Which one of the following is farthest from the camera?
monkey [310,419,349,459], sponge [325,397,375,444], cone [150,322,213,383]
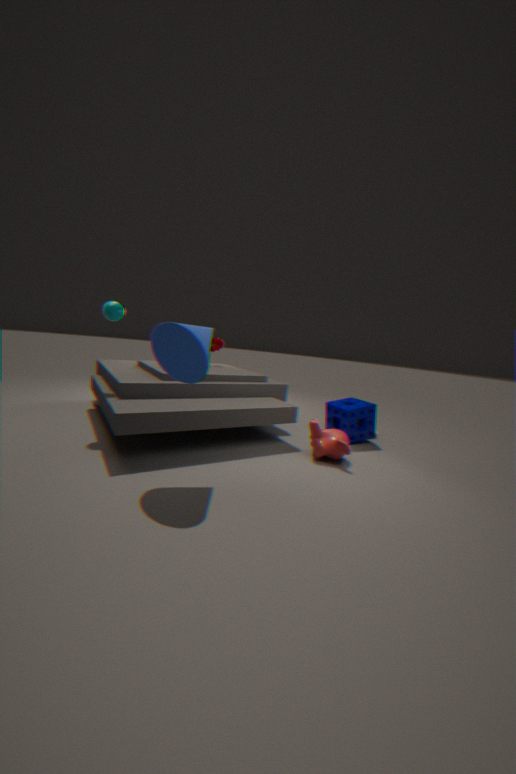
sponge [325,397,375,444]
